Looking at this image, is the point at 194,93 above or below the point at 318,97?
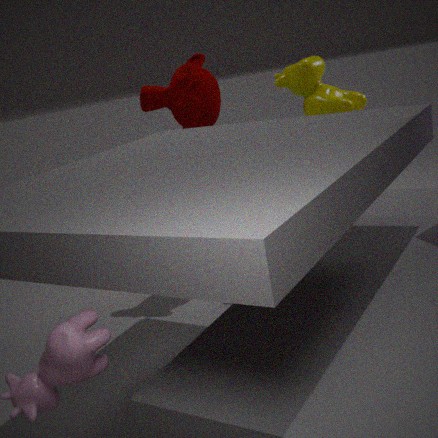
above
